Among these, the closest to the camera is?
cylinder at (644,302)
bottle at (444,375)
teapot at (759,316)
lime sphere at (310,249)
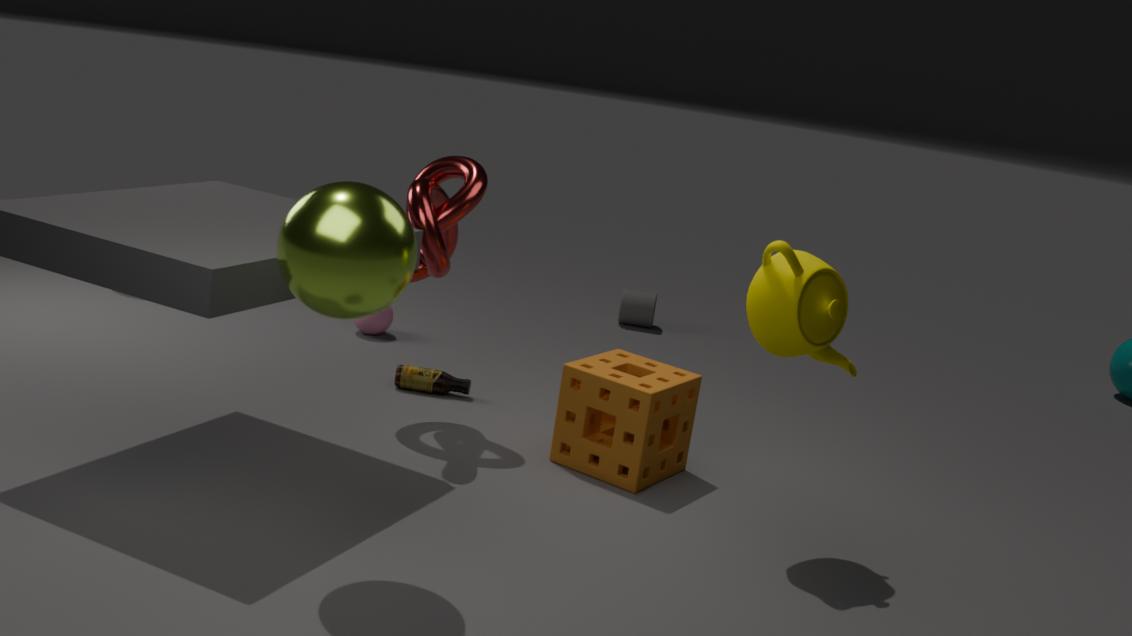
lime sphere at (310,249)
